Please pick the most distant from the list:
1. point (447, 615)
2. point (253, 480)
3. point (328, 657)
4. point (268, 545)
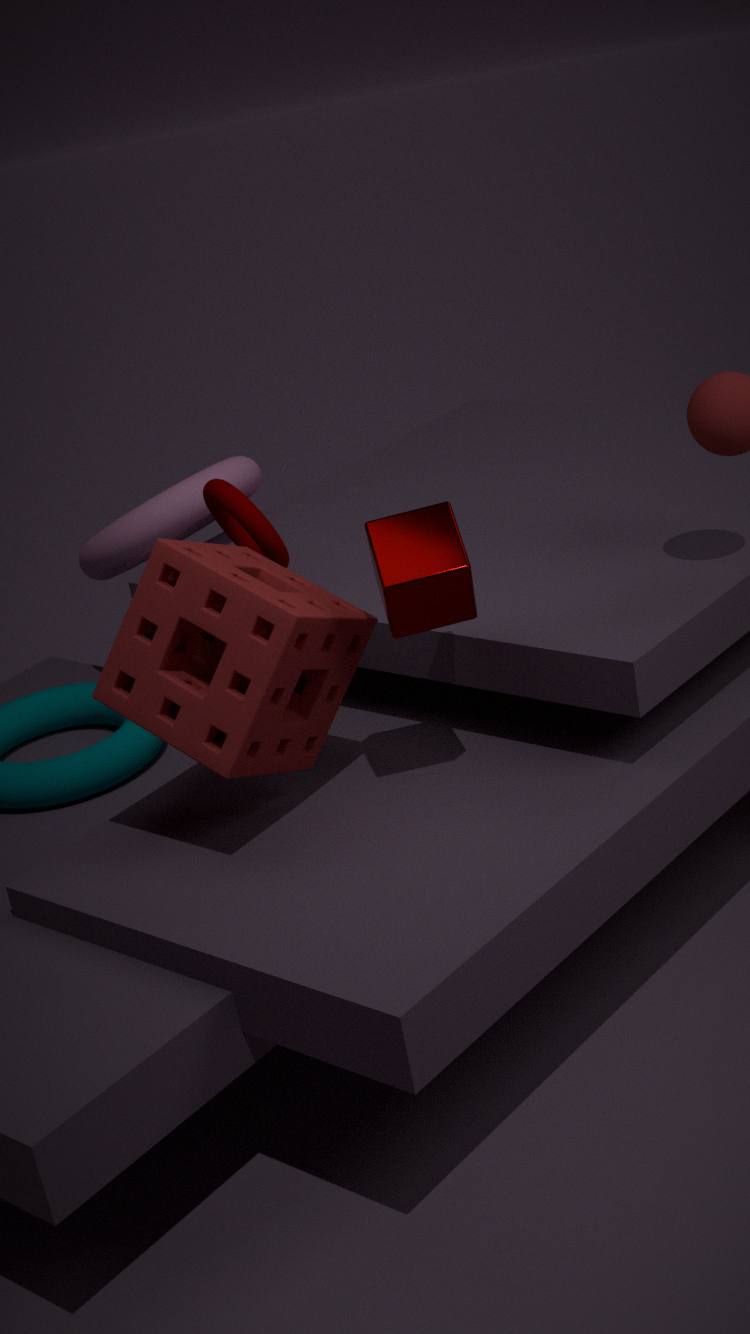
point (253, 480)
